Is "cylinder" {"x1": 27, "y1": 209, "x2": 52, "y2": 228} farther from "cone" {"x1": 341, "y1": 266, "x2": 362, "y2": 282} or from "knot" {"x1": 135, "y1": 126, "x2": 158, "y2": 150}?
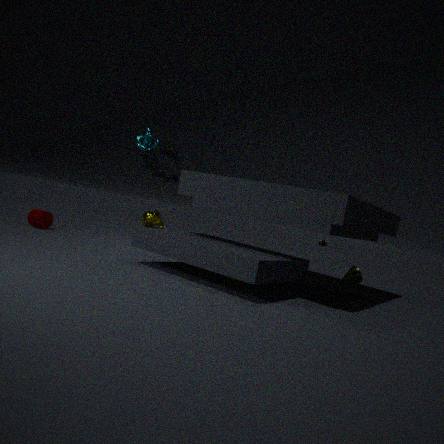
"cone" {"x1": 341, "y1": 266, "x2": 362, "y2": 282}
